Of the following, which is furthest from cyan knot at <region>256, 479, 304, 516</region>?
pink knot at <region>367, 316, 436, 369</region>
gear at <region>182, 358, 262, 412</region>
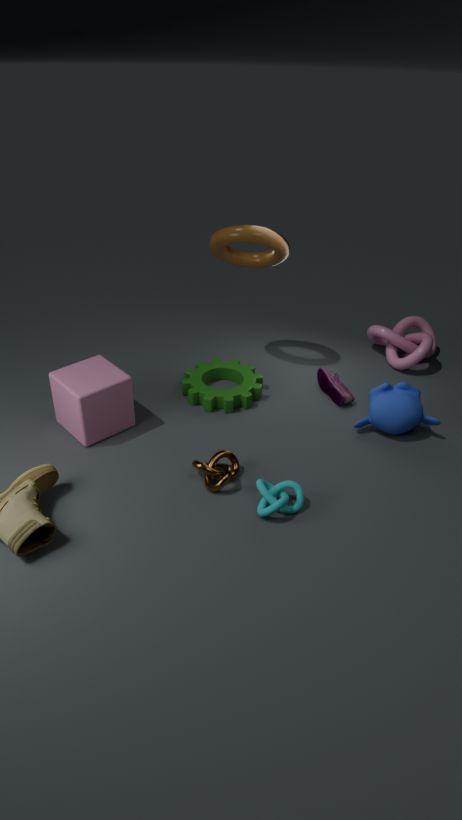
pink knot at <region>367, 316, 436, 369</region>
